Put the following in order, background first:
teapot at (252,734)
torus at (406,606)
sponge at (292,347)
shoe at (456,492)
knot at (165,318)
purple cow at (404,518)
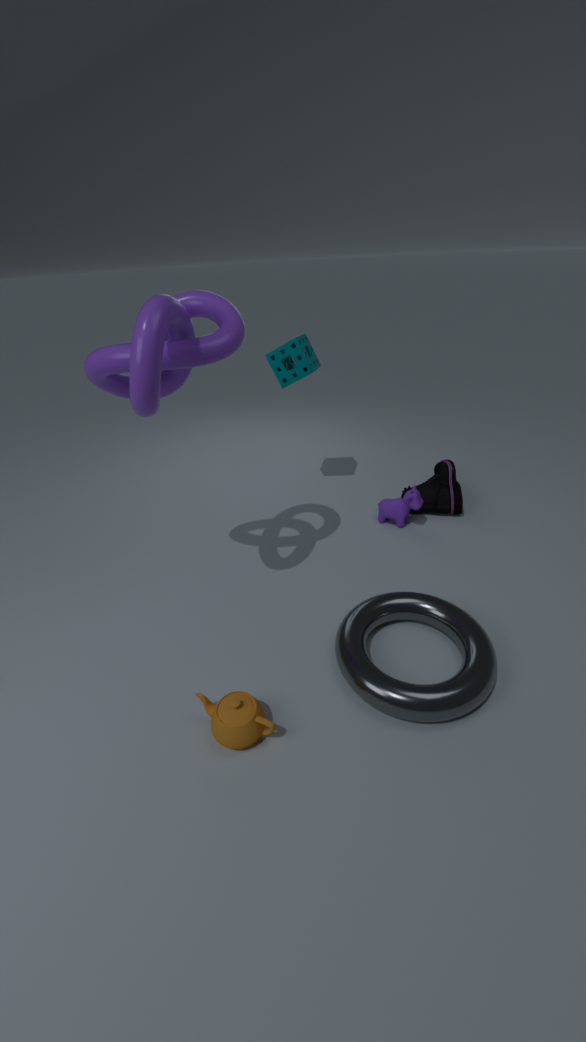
shoe at (456,492) < purple cow at (404,518) < sponge at (292,347) < torus at (406,606) < teapot at (252,734) < knot at (165,318)
